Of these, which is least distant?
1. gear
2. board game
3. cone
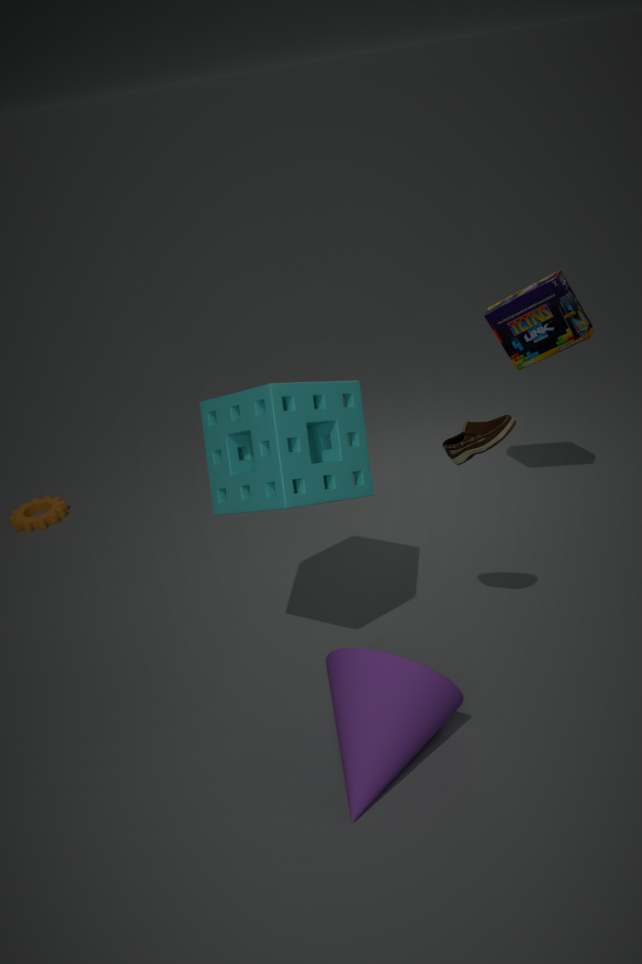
cone
